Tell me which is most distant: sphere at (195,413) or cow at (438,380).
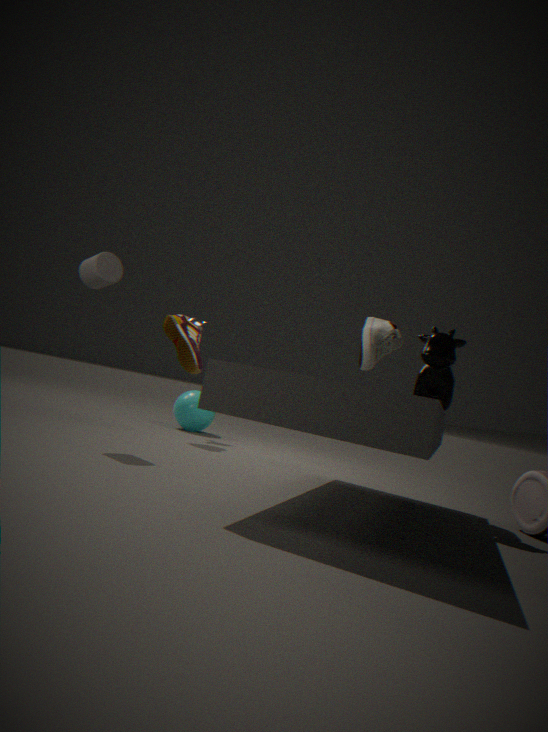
sphere at (195,413)
